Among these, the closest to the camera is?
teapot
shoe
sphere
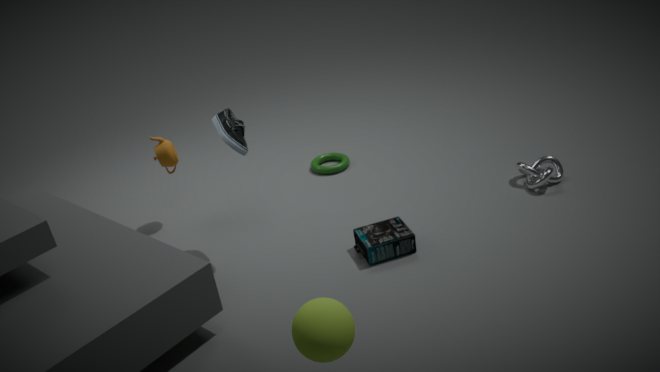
sphere
